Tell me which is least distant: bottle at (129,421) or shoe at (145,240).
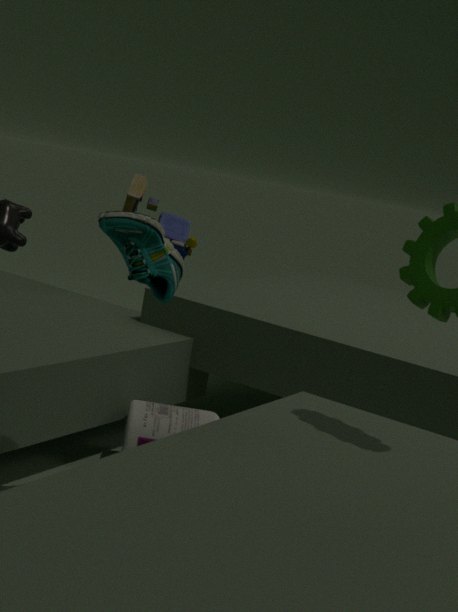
shoe at (145,240)
